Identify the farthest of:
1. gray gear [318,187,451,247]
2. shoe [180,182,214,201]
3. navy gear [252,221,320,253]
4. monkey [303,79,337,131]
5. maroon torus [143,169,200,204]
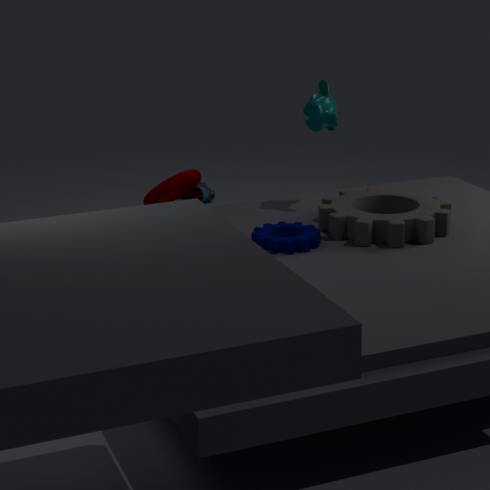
shoe [180,182,214,201]
